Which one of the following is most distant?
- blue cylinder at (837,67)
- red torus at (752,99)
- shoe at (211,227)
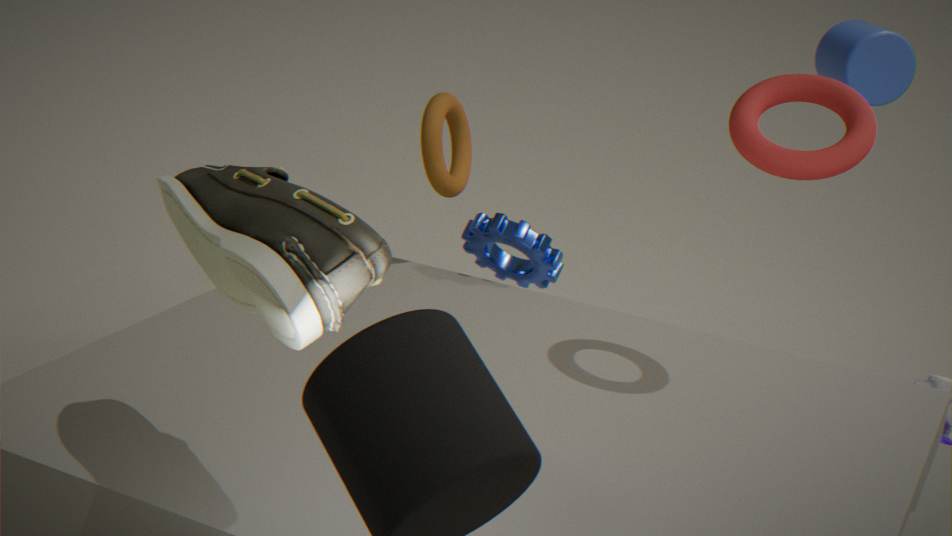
blue cylinder at (837,67)
